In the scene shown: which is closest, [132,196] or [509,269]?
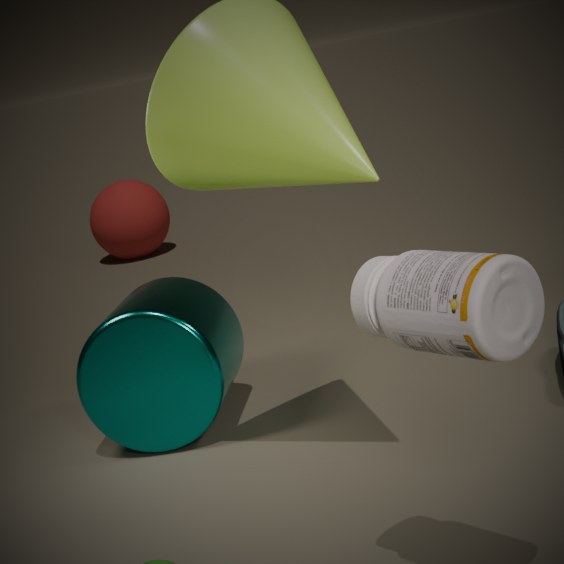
[509,269]
